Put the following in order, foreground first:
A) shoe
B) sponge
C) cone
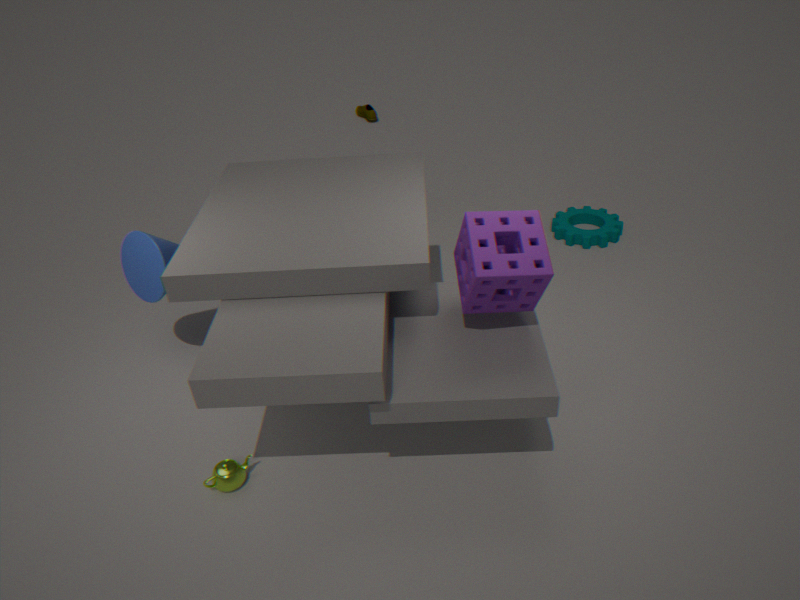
sponge, cone, shoe
